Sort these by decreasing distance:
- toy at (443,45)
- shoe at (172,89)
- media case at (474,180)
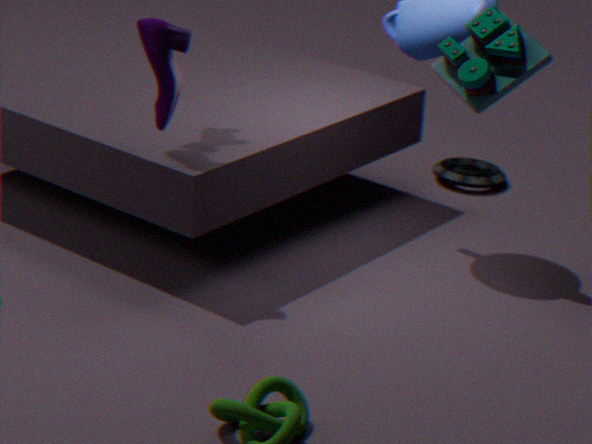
media case at (474,180) < shoe at (172,89) < toy at (443,45)
